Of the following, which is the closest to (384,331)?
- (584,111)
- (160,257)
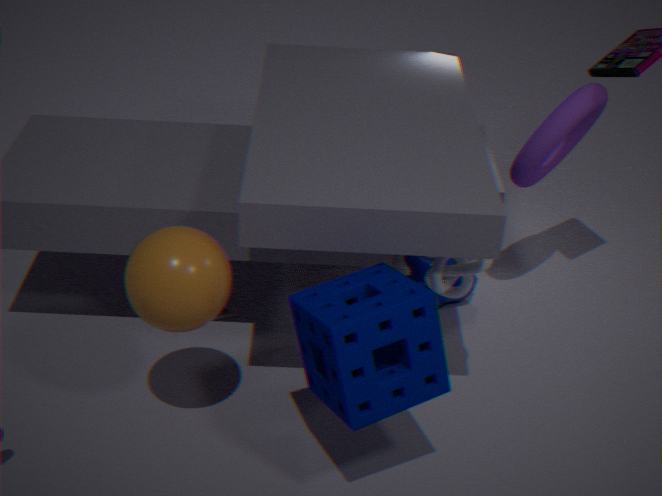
(160,257)
